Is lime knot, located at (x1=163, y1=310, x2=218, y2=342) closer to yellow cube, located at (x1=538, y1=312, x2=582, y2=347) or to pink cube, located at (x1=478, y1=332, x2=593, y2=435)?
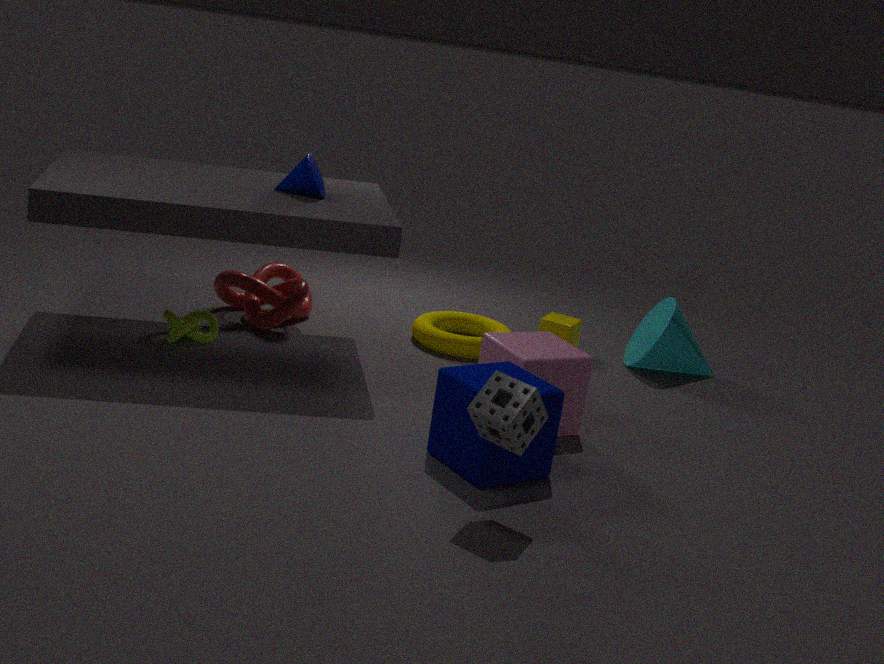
pink cube, located at (x1=478, y1=332, x2=593, y2=435)
